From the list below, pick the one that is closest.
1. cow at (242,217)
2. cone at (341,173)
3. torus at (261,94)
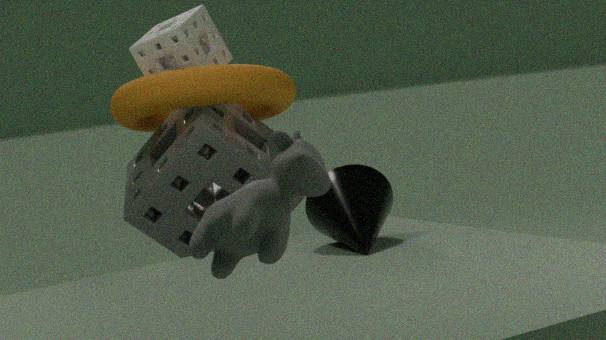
cow at (242,217)
